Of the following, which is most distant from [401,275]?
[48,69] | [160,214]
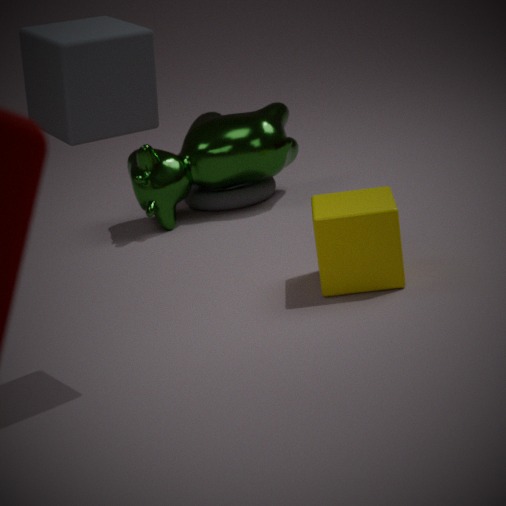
[160,214]
